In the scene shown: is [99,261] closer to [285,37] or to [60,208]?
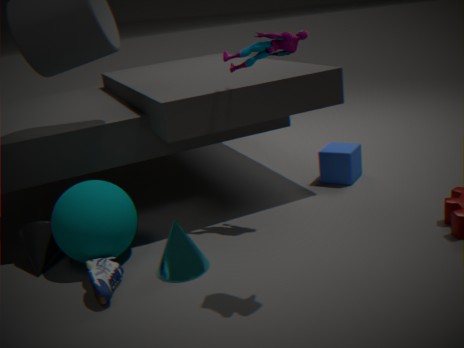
[60,208]
